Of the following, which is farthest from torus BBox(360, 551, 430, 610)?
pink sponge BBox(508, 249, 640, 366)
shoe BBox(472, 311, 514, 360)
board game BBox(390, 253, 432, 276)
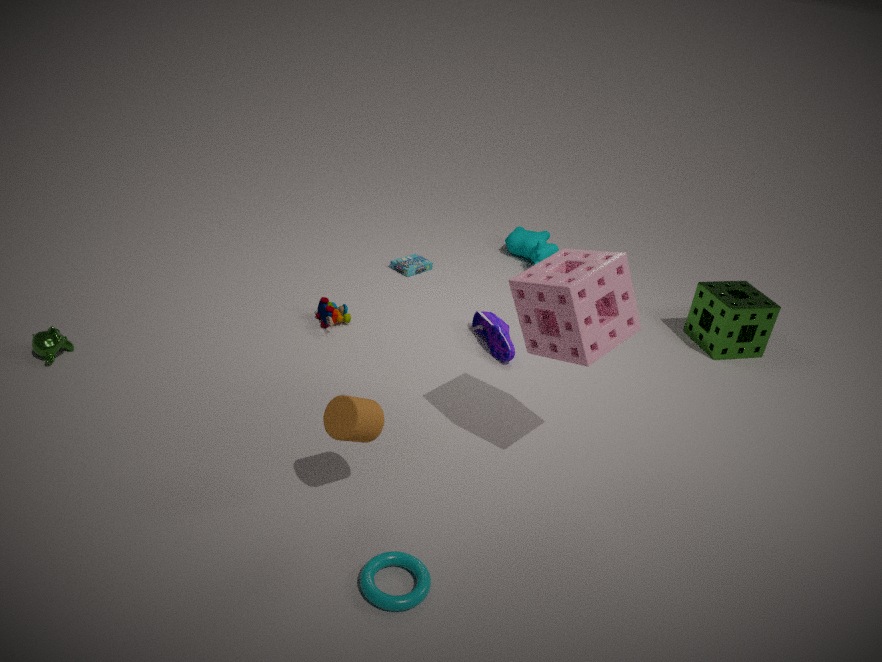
board game BBox(390, 253, 432, 276)
